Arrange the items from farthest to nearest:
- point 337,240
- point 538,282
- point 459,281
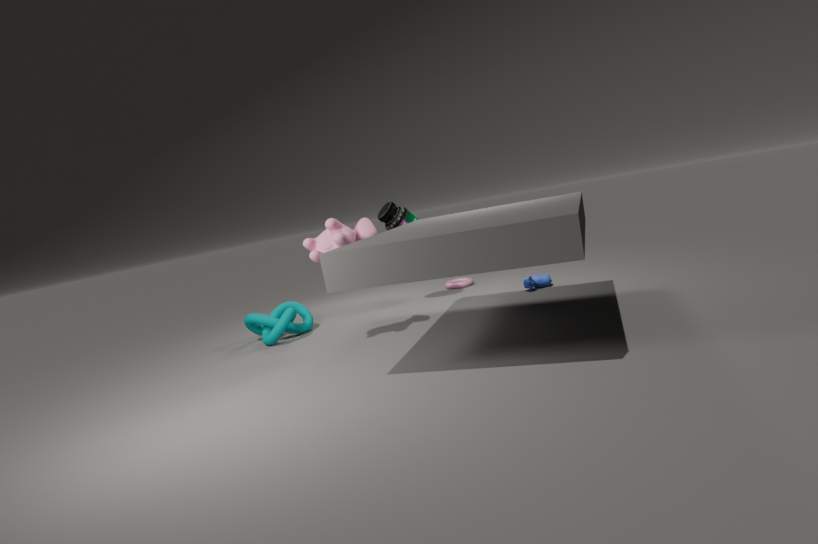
point 459,281, point 538,282, point 337,240
